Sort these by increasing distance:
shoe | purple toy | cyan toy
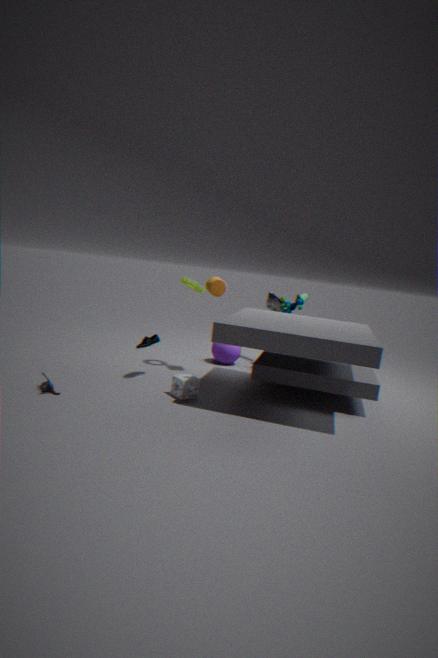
purple toy
shoe
cyan toy
